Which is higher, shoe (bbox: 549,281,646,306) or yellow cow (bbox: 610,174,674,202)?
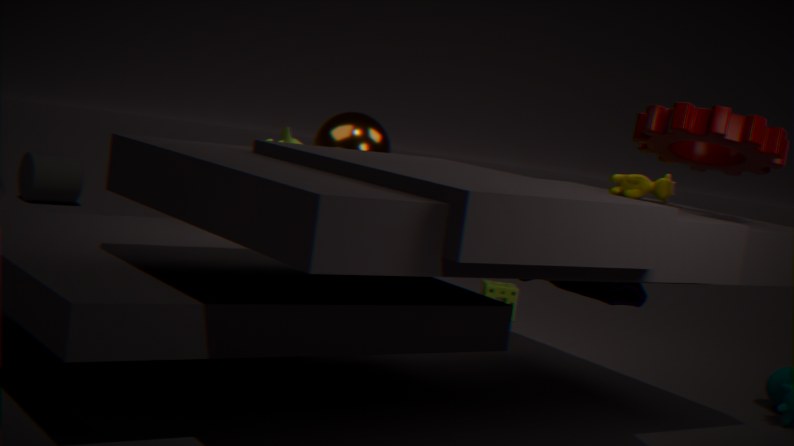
yellow cow (bbox: 610,174,674,202)
